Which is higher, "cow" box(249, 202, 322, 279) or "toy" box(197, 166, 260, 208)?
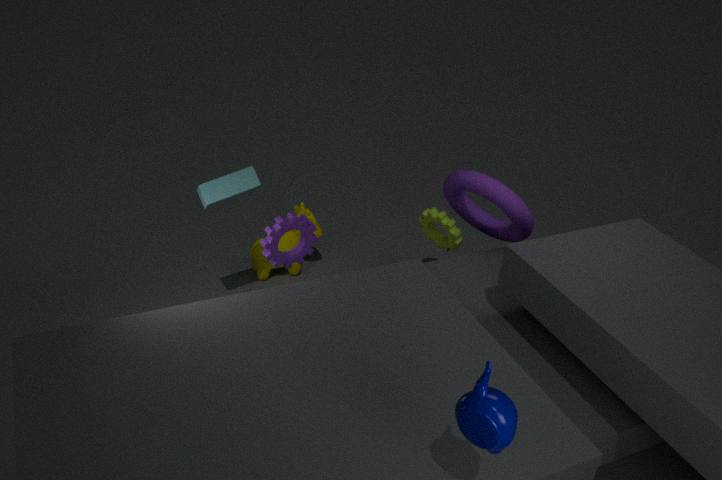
"toy" box(197, 166, 260, 208)
